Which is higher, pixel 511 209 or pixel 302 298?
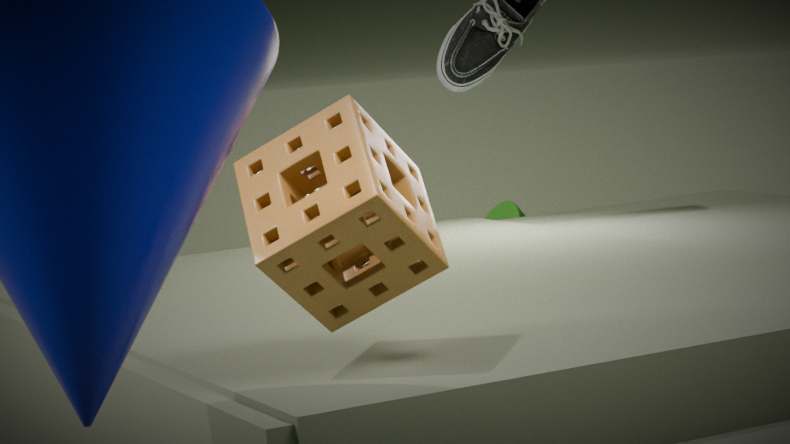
pixel 302 298
